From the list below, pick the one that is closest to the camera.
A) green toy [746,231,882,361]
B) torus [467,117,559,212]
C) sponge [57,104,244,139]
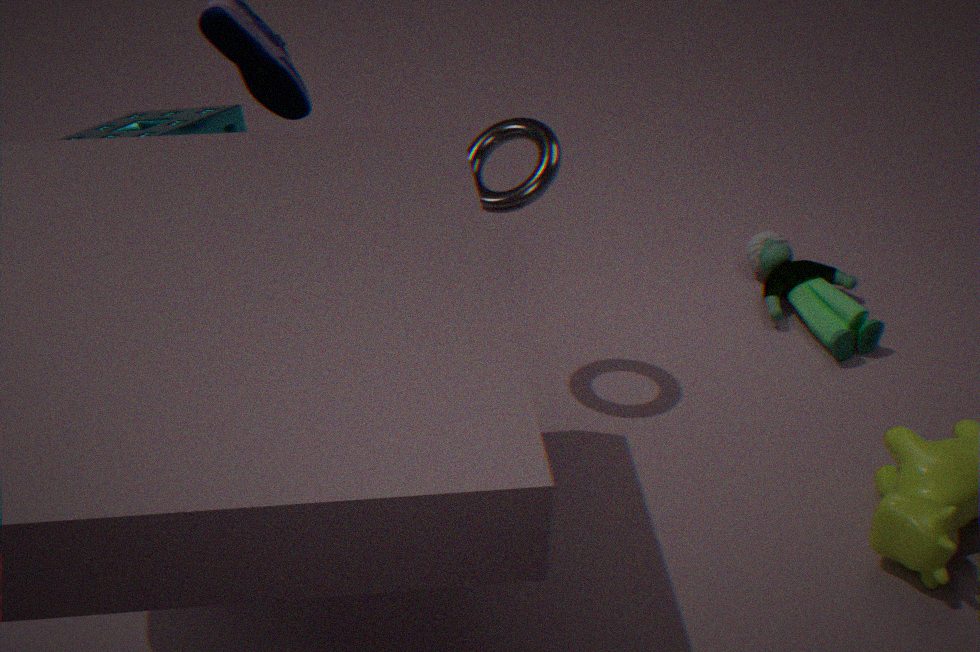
sponge [57,104,244,139]
